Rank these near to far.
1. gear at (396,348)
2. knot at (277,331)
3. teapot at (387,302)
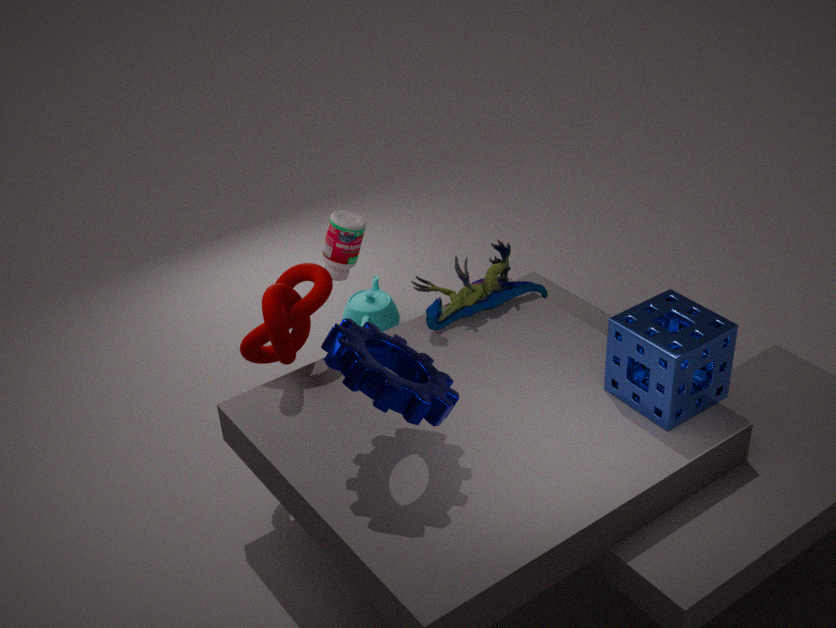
1. gear at (396,348)
2. knot at (277,331)
3. teapot at (387,302)
